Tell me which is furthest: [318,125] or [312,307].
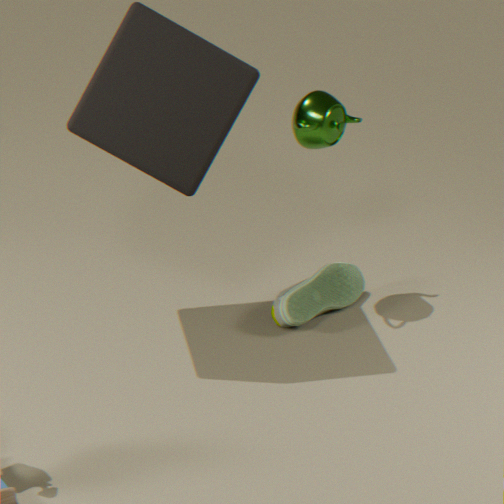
[312,307]
